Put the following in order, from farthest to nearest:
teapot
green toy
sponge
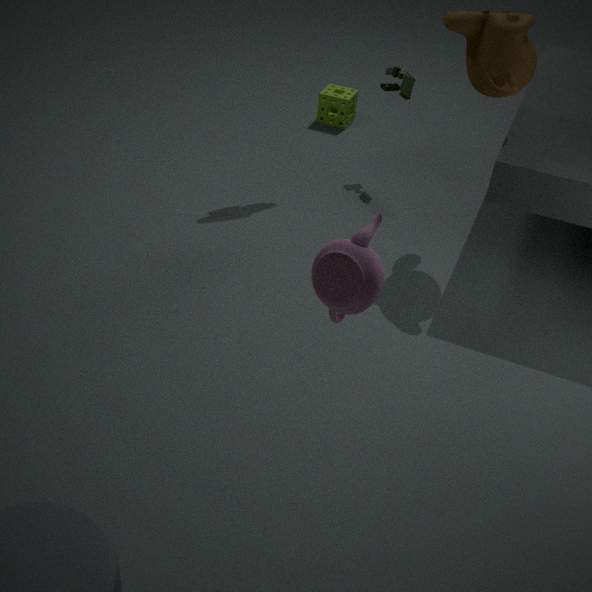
1. sponge
2. green toy
3. teapot
